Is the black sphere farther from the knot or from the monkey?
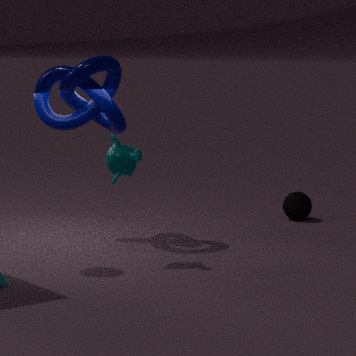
the monkey
